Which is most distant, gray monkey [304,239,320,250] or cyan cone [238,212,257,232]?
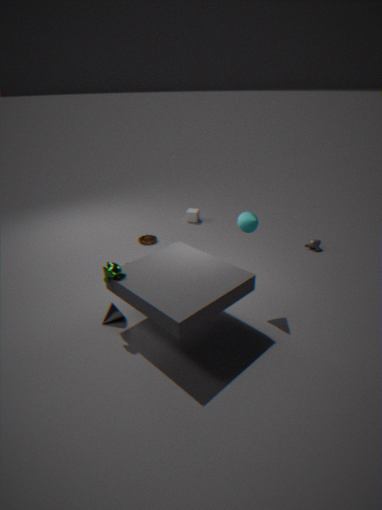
gray monkey [304,239,320,250]
